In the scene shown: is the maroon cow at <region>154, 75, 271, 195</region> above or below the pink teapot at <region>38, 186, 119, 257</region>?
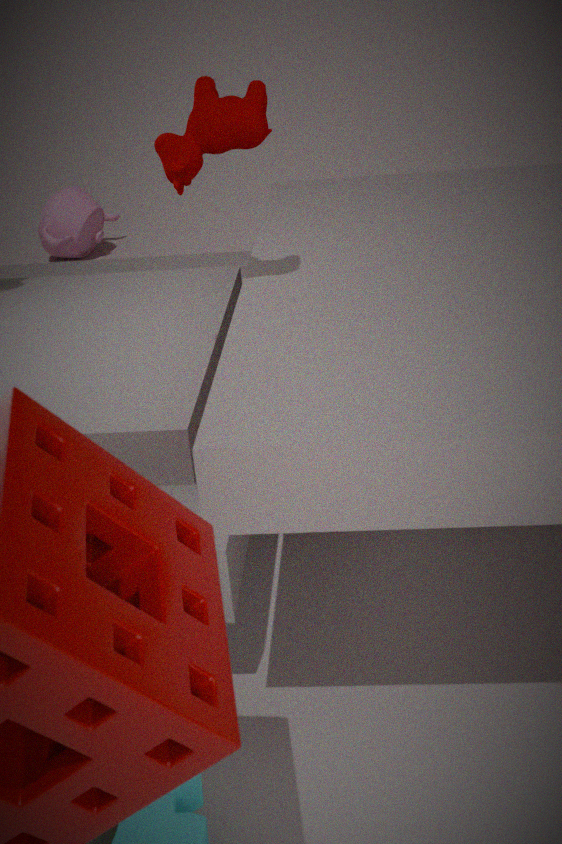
above
